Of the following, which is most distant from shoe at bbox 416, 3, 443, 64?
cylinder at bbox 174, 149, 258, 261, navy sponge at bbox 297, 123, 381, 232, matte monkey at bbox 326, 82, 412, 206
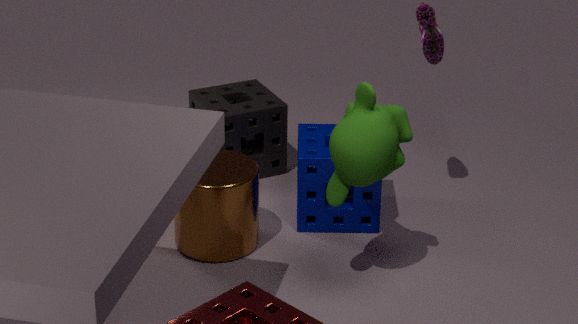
cylinder at bbox 174, 149, 258, 261
